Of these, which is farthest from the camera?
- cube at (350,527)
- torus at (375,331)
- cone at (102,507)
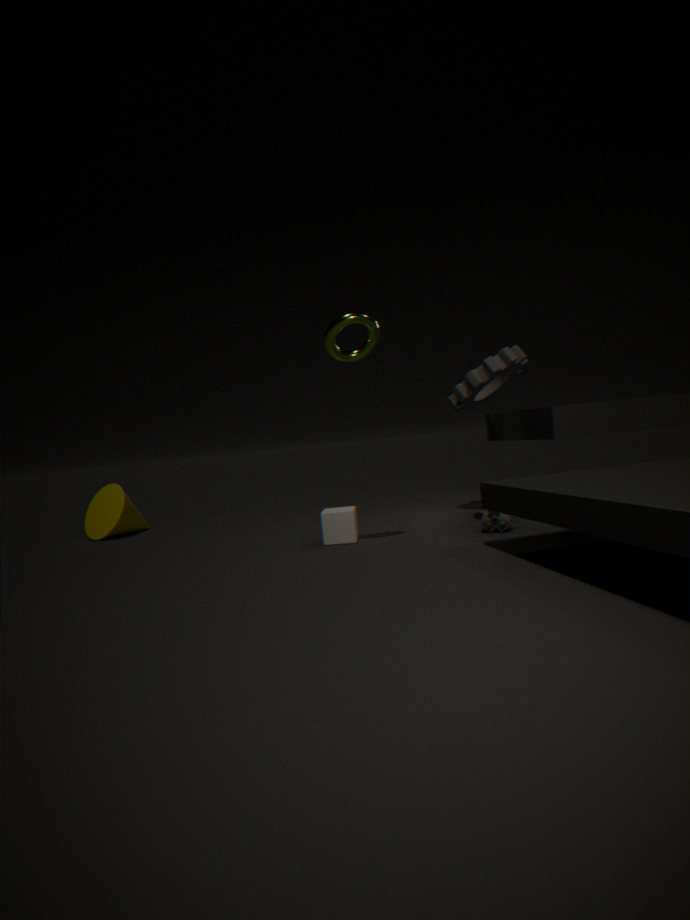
cone at (102,507)
